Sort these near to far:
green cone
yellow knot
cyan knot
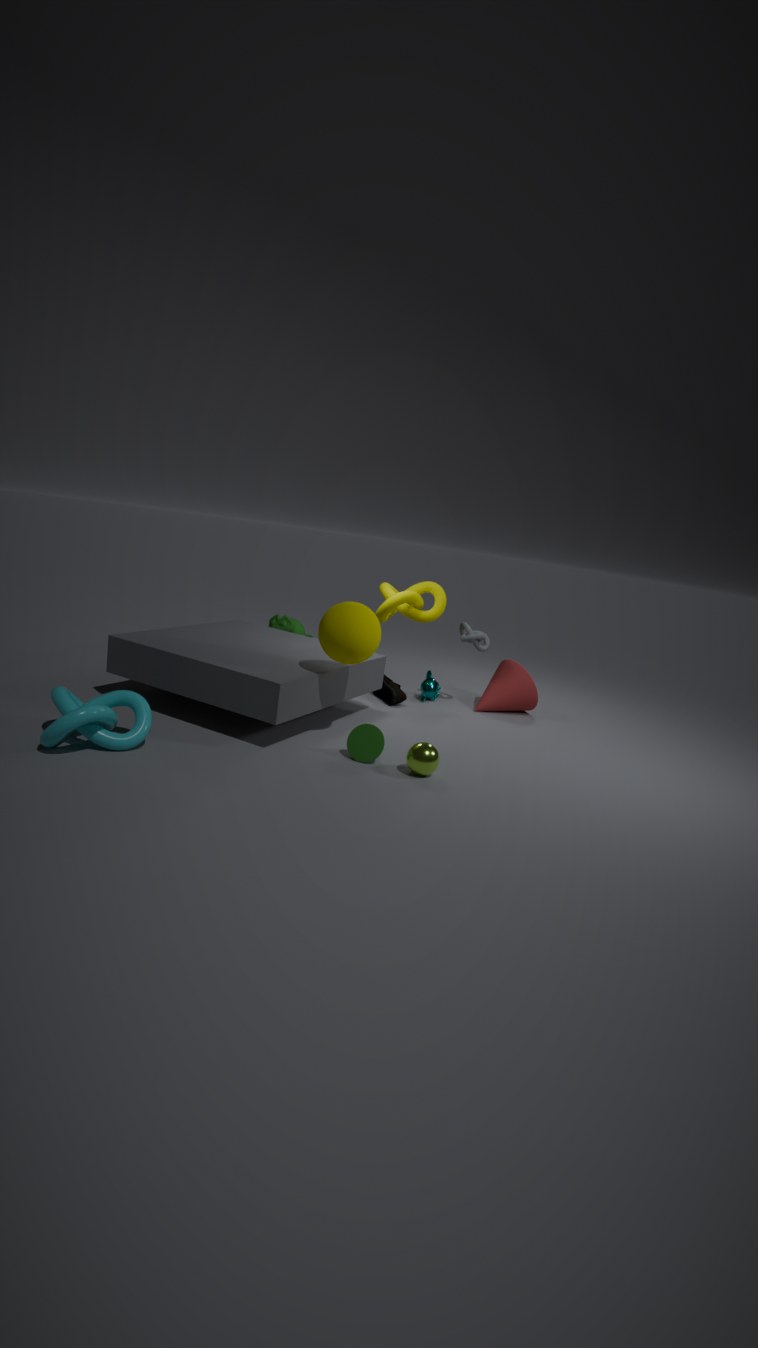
cyan knot, green cone, yellow knot
